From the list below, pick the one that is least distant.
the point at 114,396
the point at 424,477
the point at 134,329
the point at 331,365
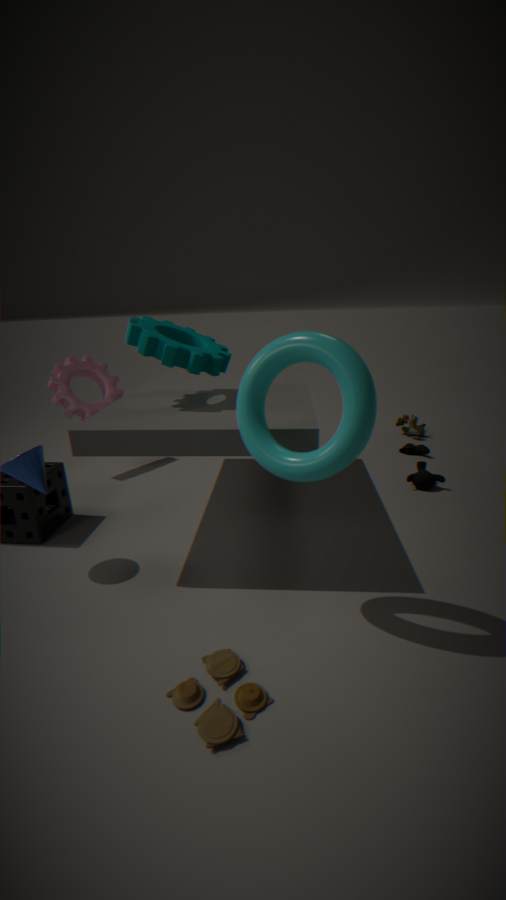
the point at 331,365
